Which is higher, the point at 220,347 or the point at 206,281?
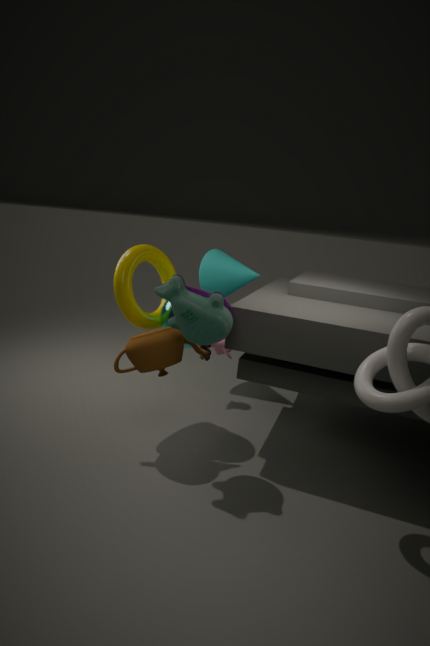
the point at 206,281
